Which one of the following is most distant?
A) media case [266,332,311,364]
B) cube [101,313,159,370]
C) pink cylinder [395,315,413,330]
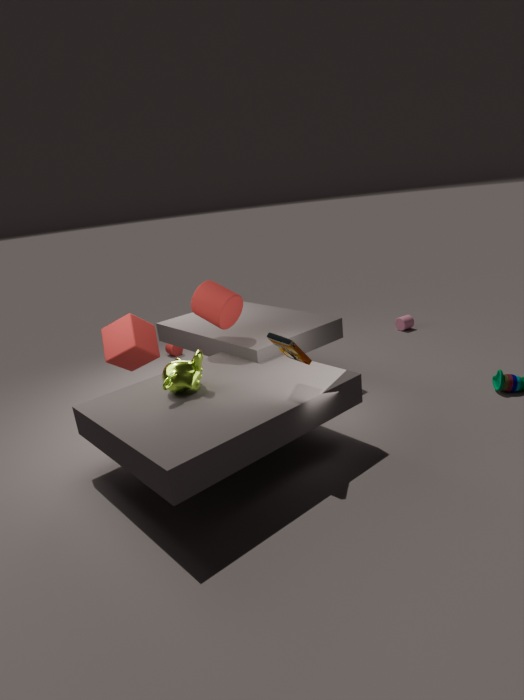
pink cylinder [395,315,413,330]
